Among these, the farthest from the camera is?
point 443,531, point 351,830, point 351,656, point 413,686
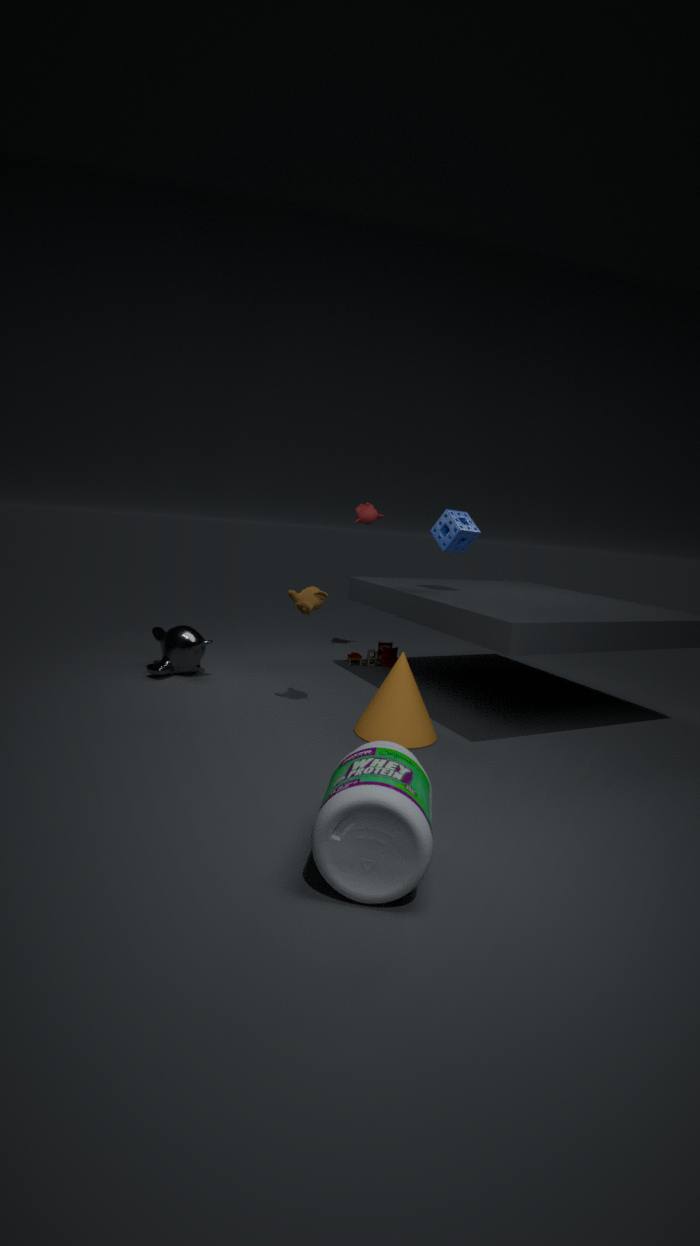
point 351,656
